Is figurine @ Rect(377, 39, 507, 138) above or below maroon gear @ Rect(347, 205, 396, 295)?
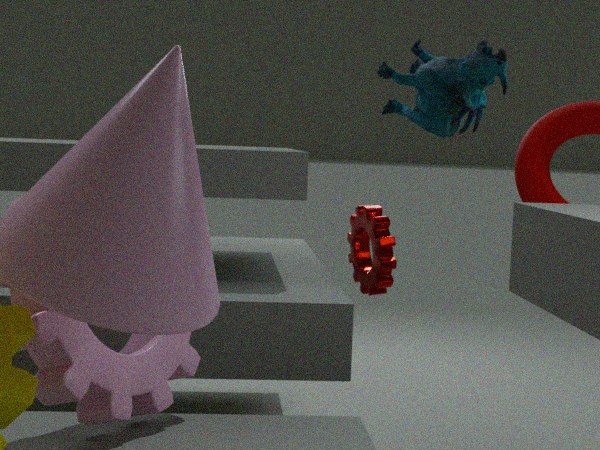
above
